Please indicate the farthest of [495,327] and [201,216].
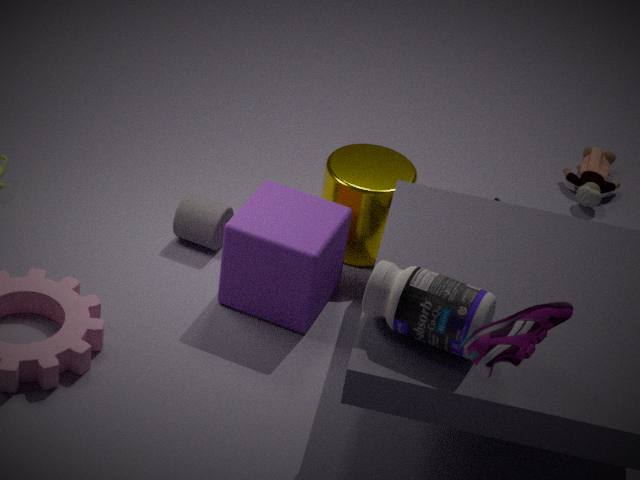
[201,216]
